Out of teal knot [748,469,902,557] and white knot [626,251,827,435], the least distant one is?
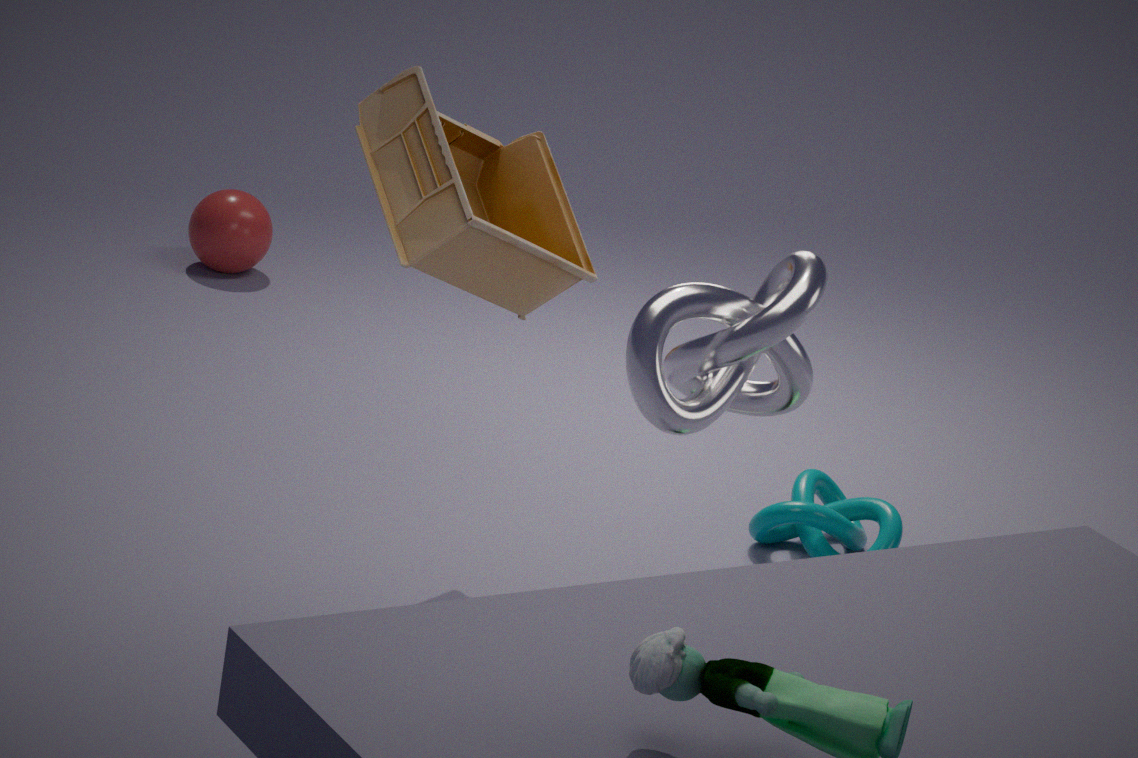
white knot [626,251,827,435]
